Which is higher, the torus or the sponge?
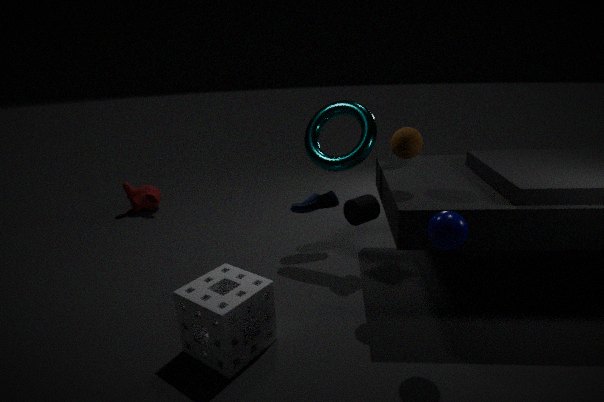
the torus
